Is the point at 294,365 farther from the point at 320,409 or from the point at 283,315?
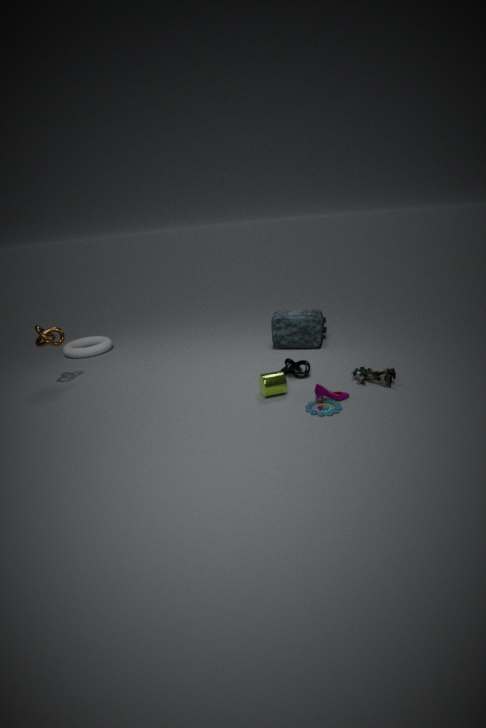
the point at 283,315
